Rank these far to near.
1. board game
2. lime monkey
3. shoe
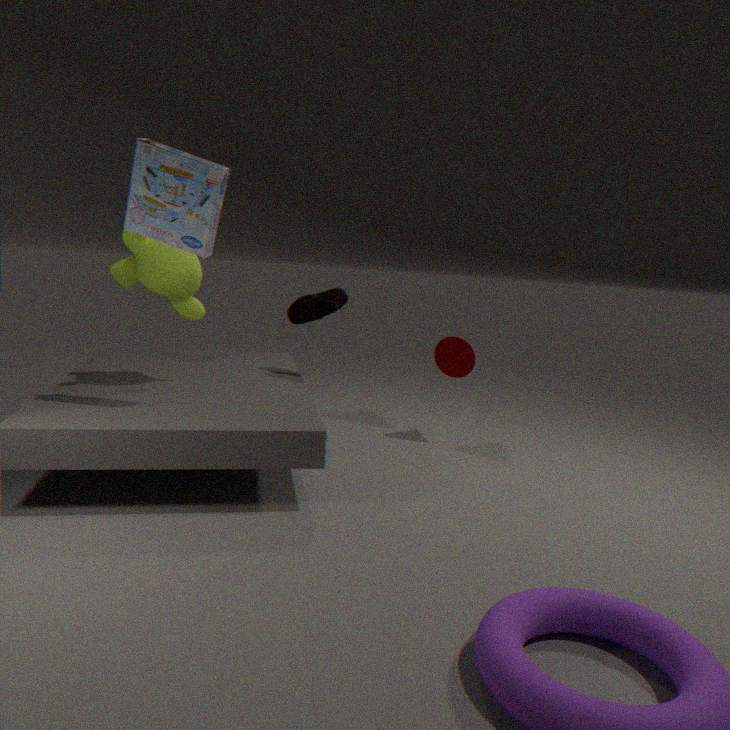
shoe → lime monkey → board game
